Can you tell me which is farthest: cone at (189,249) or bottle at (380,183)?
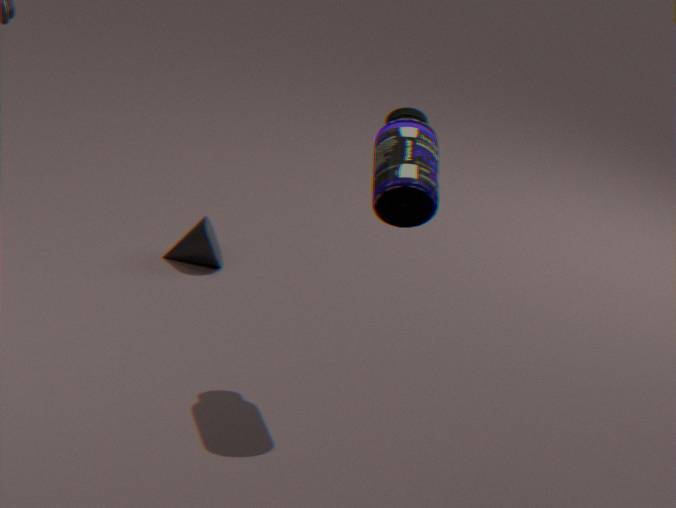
cone at (189,249)
